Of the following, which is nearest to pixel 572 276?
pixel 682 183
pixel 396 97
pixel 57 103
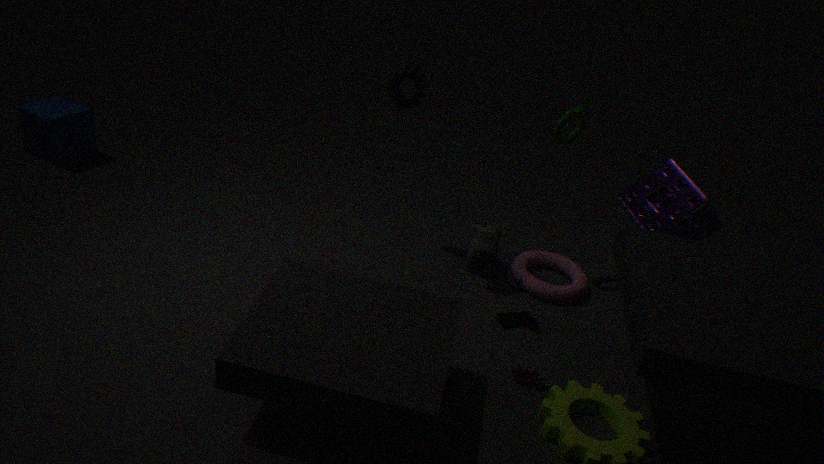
pixel 682 183
